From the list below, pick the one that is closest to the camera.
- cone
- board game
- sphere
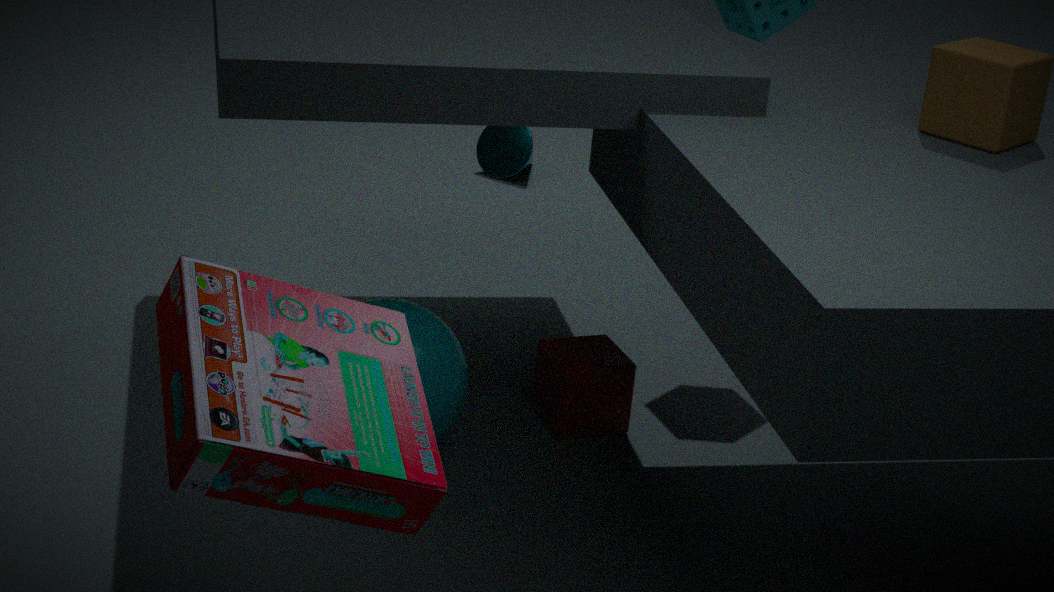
board game
